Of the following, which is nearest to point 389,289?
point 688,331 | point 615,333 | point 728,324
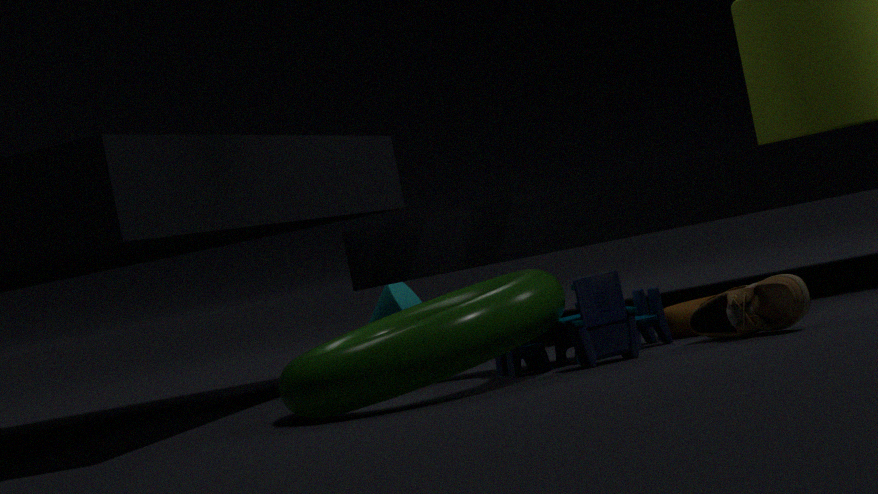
point 688,331
